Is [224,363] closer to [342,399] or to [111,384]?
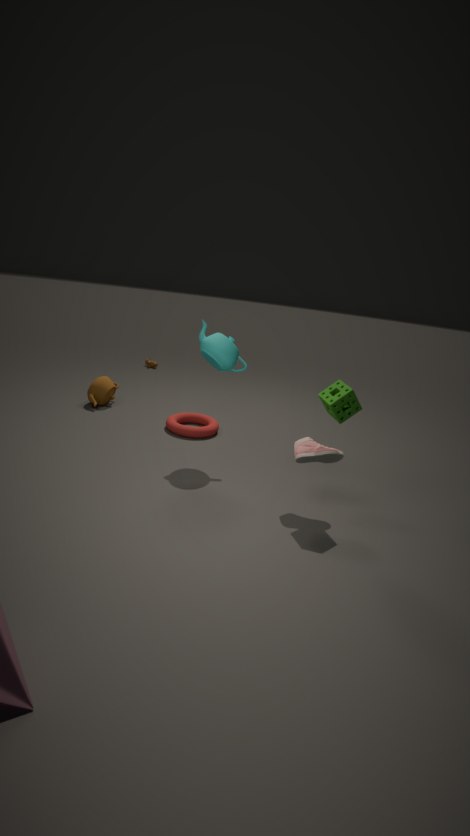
[342,399]
